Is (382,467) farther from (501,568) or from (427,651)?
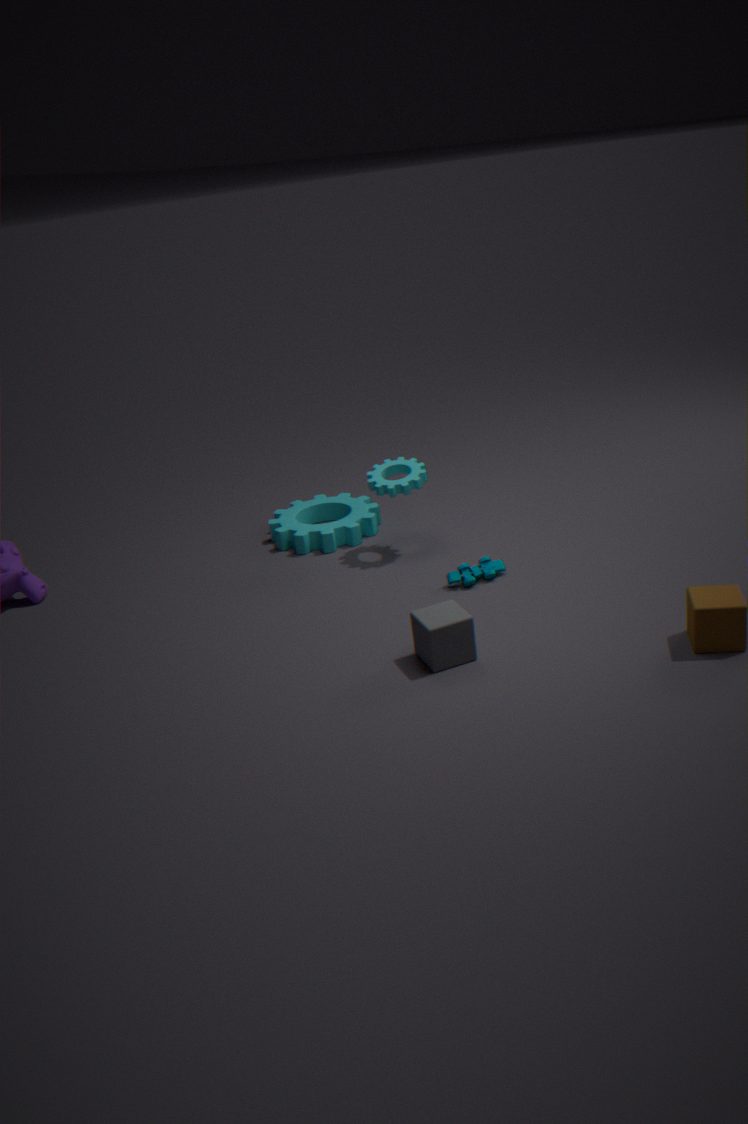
(427,651)
